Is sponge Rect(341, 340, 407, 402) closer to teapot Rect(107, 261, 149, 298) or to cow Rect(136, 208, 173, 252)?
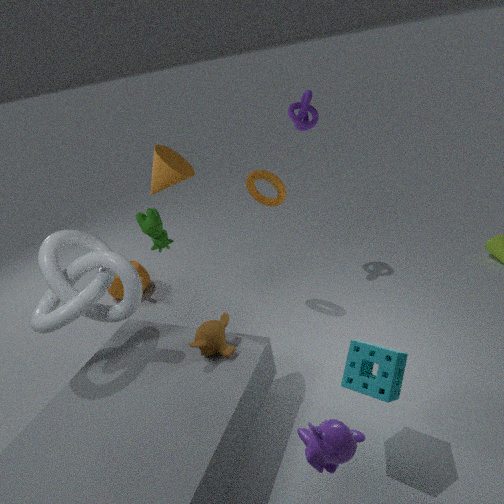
cow Rect(136, 208, 173, 252)
